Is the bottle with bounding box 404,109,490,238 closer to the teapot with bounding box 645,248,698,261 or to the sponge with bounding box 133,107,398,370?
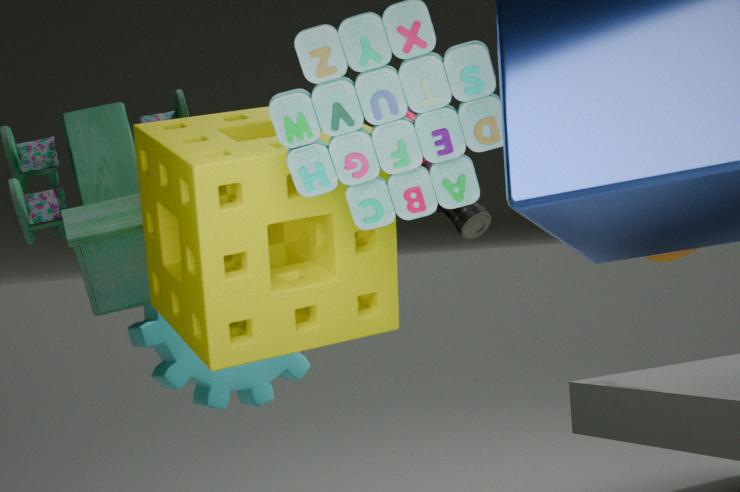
the teapot with bounding box 645,248,698,261
